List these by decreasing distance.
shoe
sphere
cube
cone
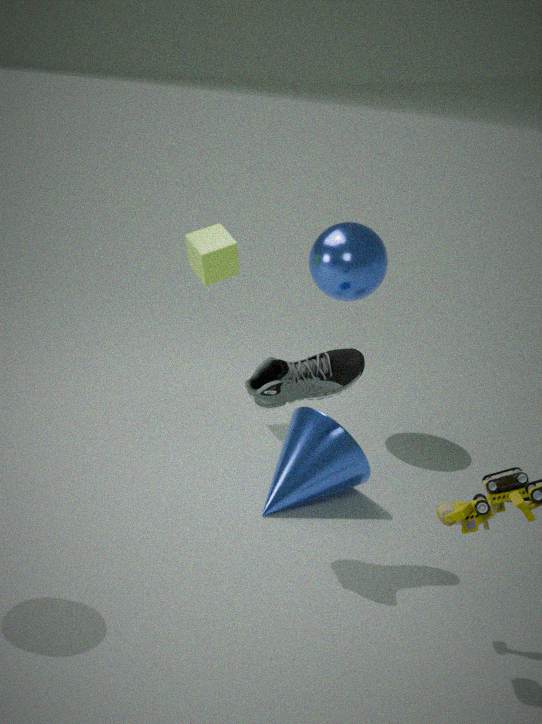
cube < sphere < cone < shoe
